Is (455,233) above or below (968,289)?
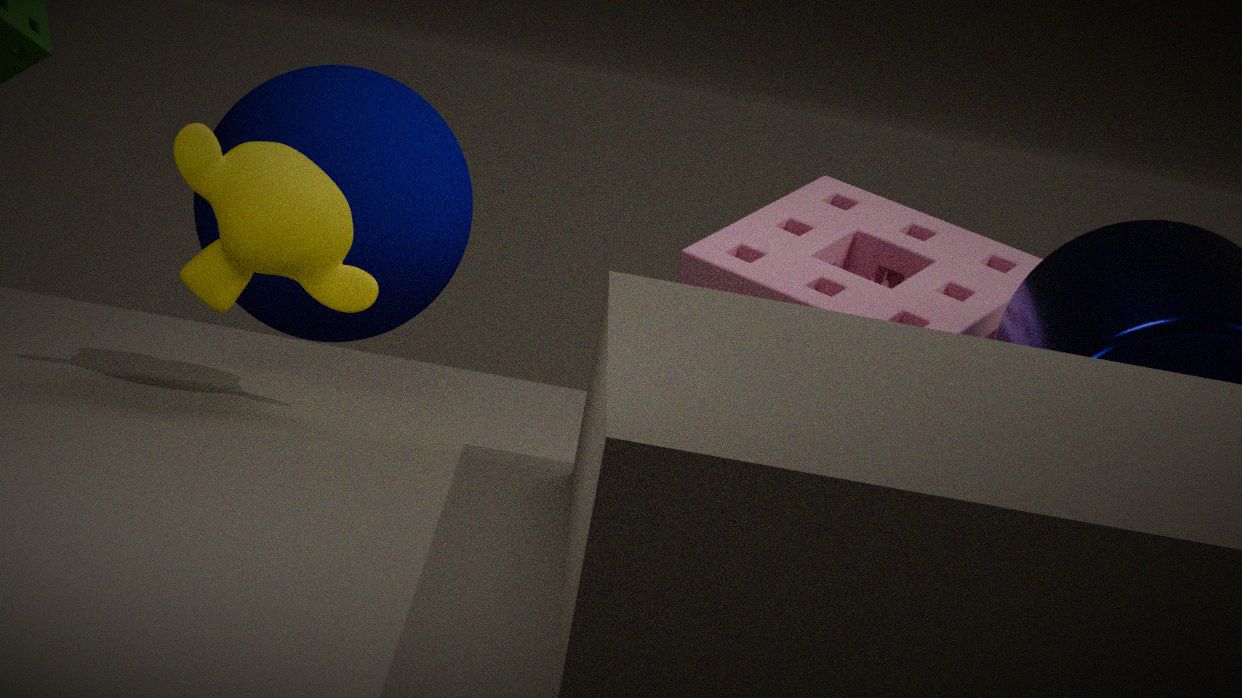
above
